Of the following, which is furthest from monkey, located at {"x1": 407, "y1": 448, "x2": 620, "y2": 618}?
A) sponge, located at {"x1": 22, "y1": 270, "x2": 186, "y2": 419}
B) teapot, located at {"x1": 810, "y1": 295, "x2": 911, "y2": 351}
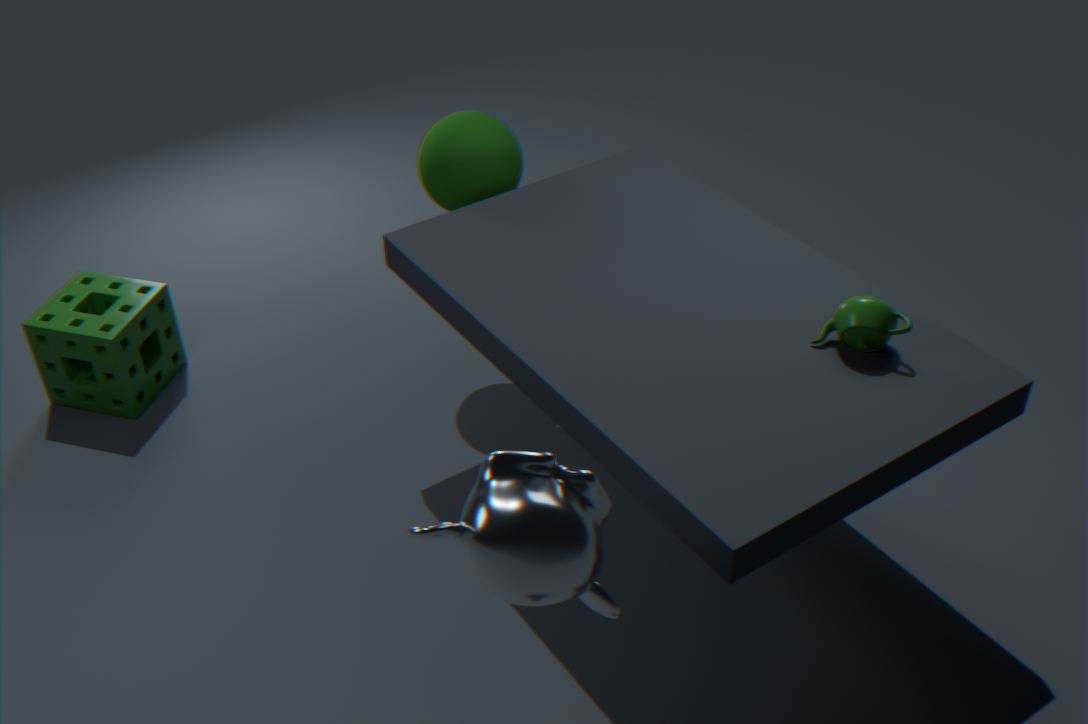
sponge, located at {"x1": 22, "y1": 270, "x2": 186, "y2": 419}
